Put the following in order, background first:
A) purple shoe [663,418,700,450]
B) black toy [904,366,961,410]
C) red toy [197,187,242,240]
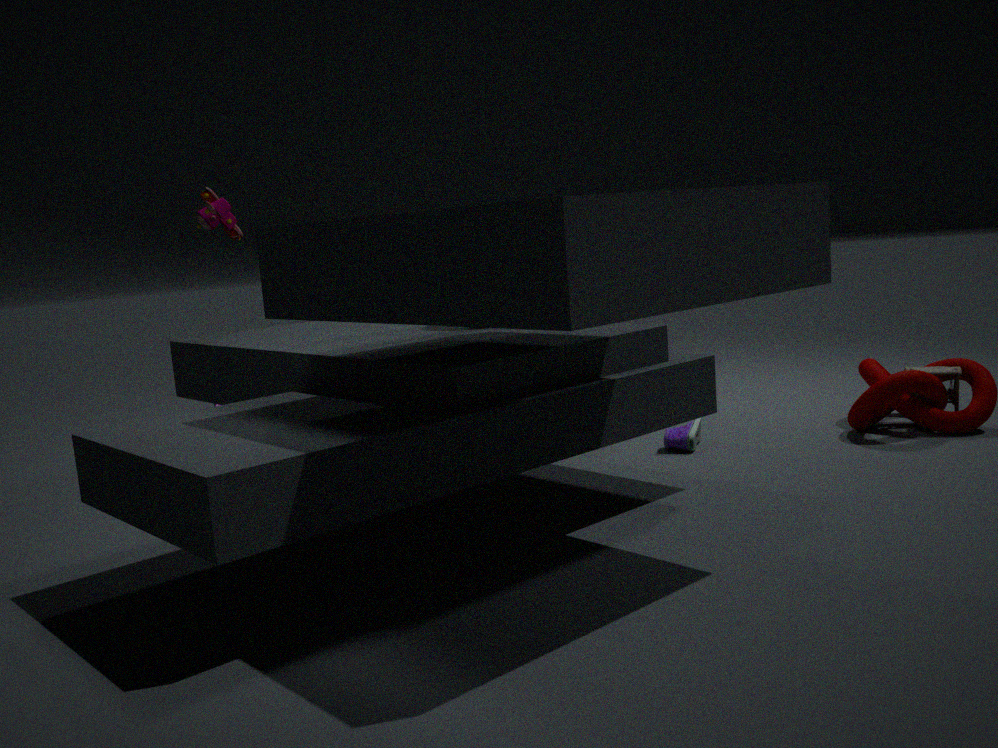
red toy [197,187,242,240] → black toy [904,366,961,410] → purple shoe [663,418,700,450]
